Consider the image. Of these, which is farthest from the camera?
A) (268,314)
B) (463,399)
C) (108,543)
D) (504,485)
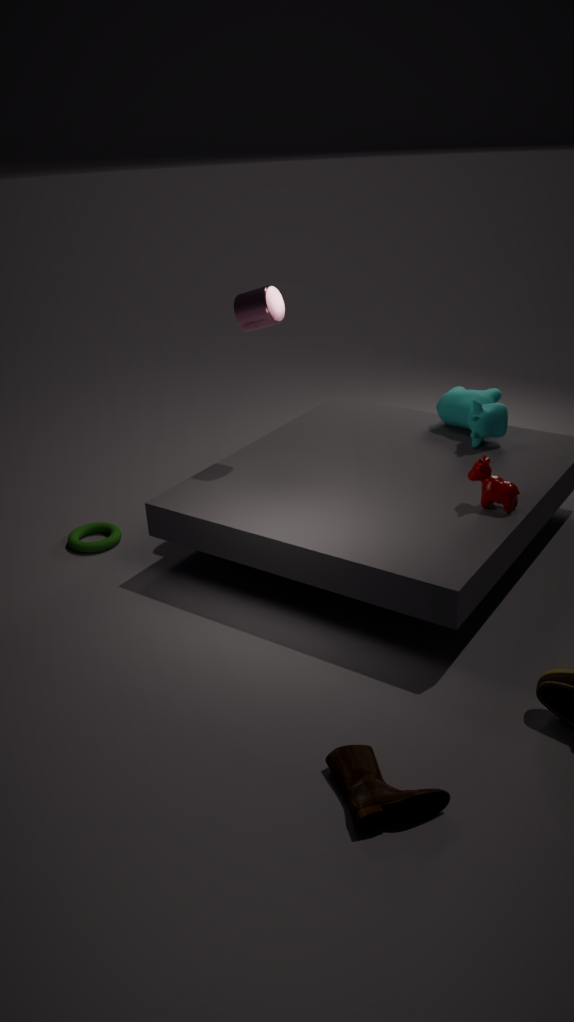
(463,399)
